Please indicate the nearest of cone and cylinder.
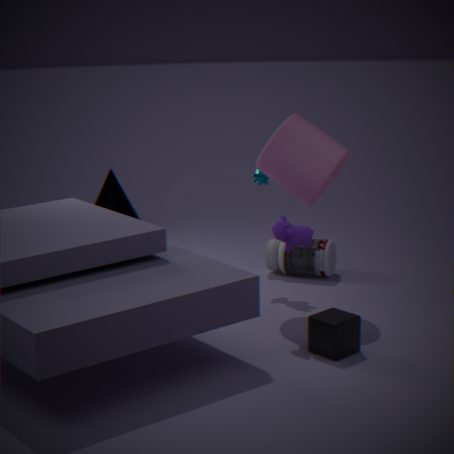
cylinder
